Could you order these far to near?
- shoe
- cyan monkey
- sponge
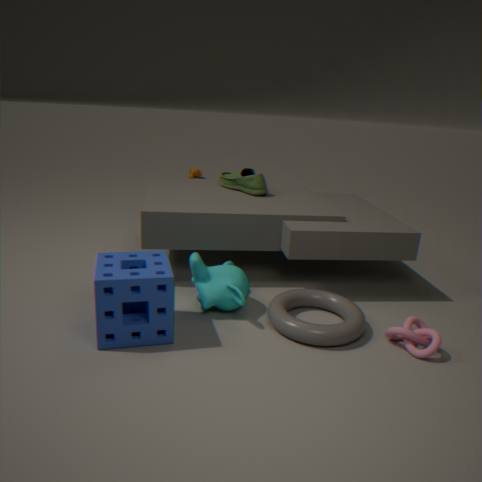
shoe < cyan monkey < sponge
